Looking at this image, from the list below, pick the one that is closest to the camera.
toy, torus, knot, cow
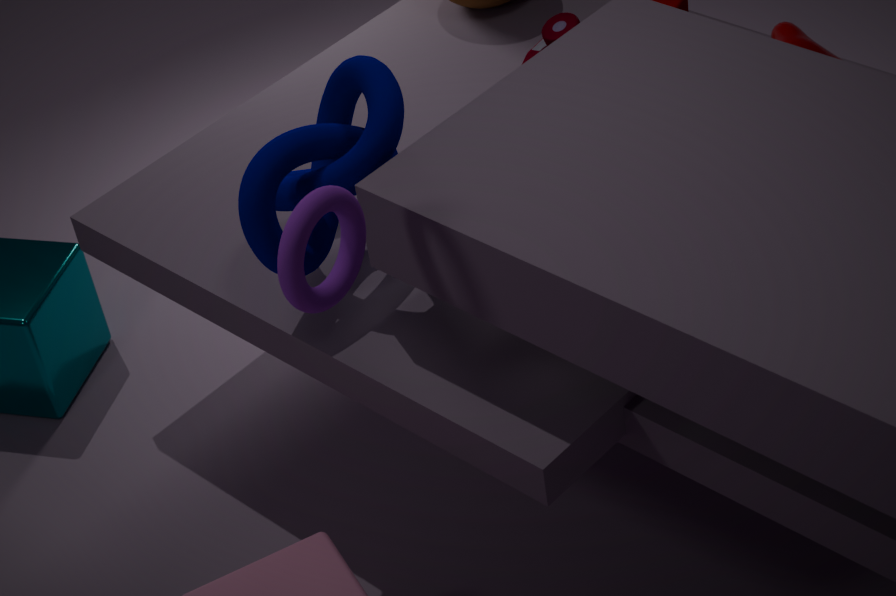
torus
